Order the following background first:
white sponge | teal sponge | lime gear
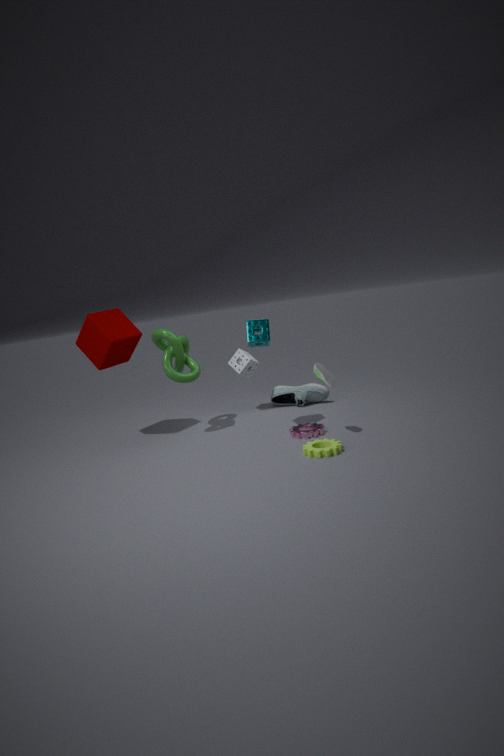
white sponge → teal sponge → lime gear
